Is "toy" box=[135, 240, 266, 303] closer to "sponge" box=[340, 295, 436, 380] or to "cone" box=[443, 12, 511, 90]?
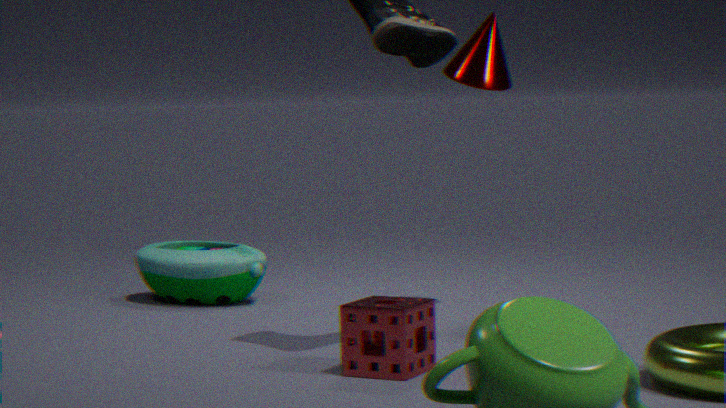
"cone" box=[443, 12, 511, 90]
